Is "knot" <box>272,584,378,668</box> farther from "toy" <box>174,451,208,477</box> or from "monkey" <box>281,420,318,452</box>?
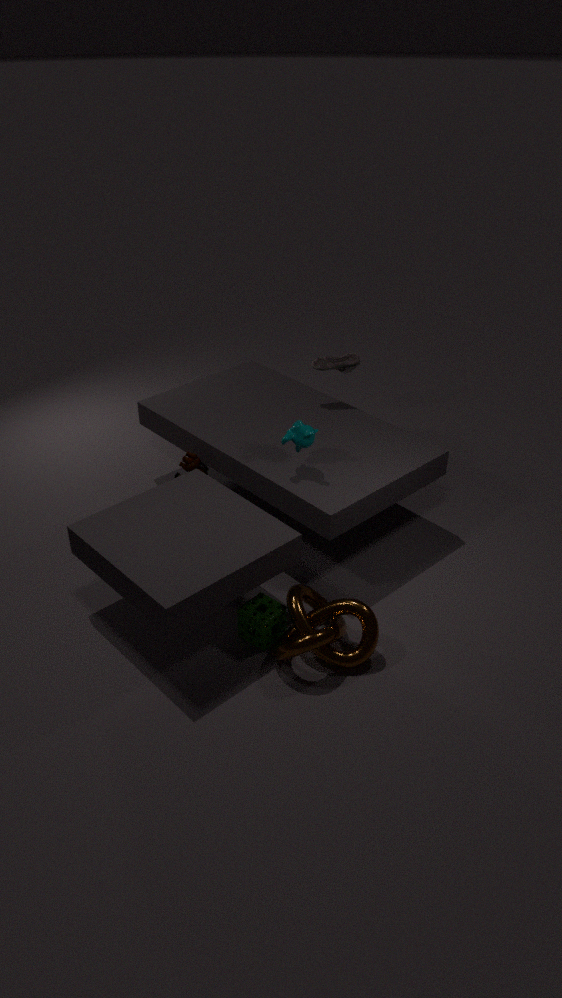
"toy" <box>174,451,208,477</box>
